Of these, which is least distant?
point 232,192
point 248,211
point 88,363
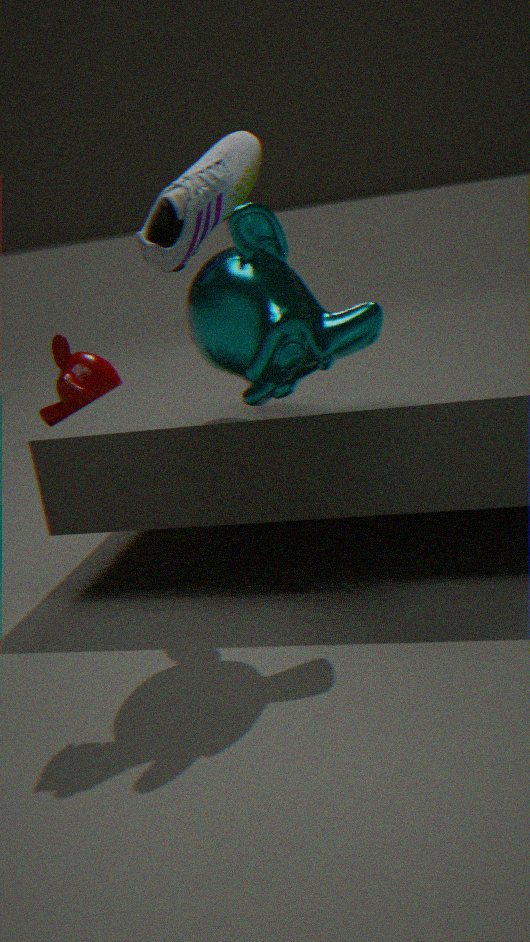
point 248,211
